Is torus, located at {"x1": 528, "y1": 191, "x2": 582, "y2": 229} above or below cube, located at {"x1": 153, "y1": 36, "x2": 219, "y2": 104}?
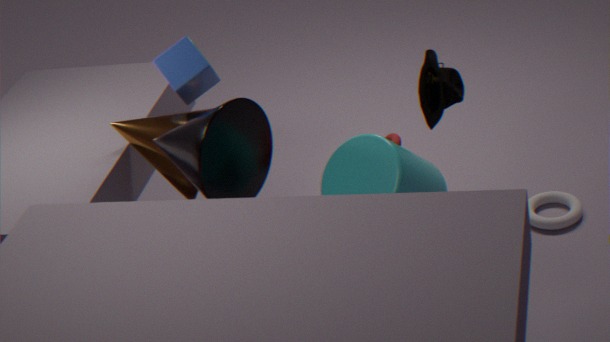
below
